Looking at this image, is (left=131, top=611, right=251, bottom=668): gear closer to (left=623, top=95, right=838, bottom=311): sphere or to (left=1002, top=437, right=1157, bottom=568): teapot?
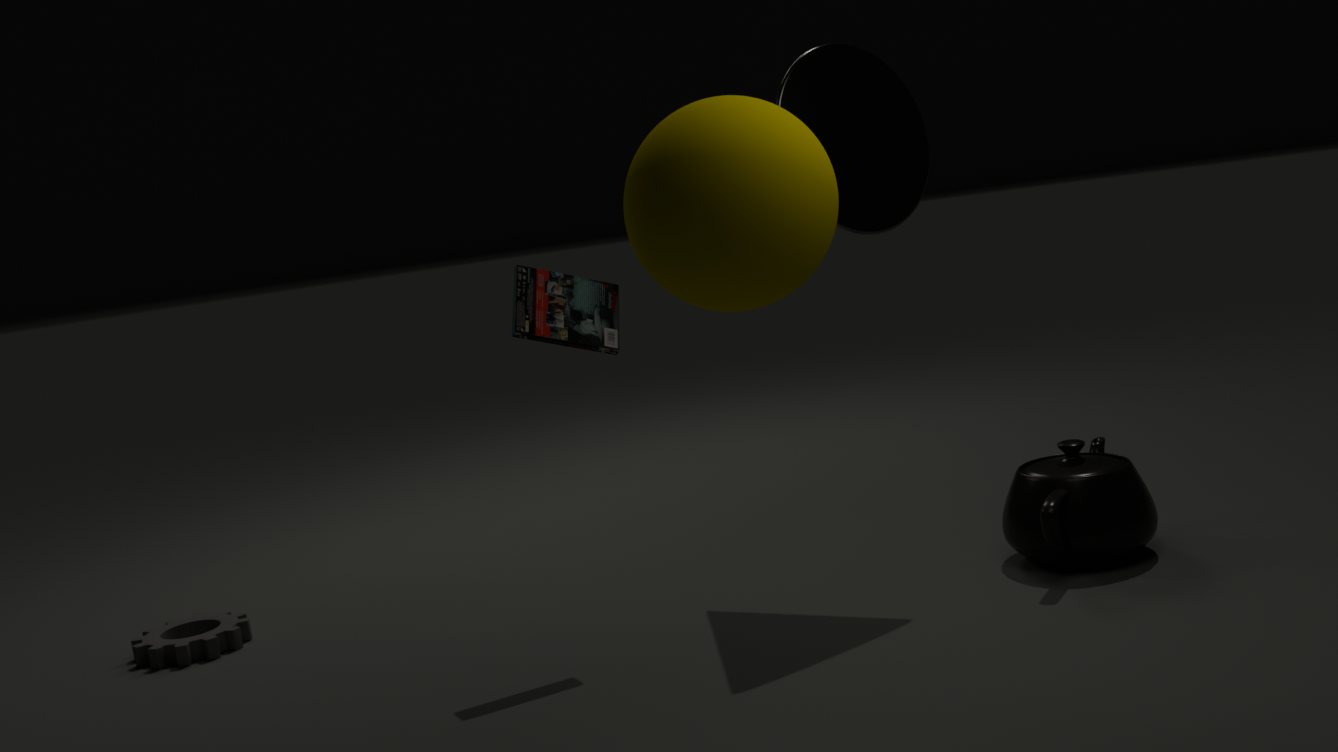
(left=623, top=95, right=838, bottom=311): sphere
